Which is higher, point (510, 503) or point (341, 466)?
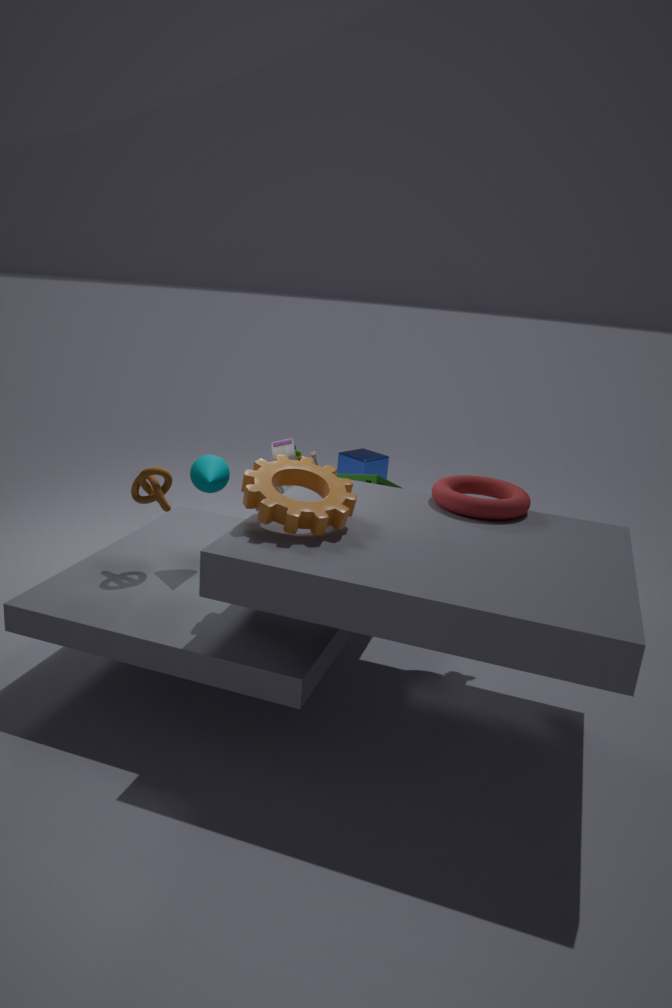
point (510, 503)
